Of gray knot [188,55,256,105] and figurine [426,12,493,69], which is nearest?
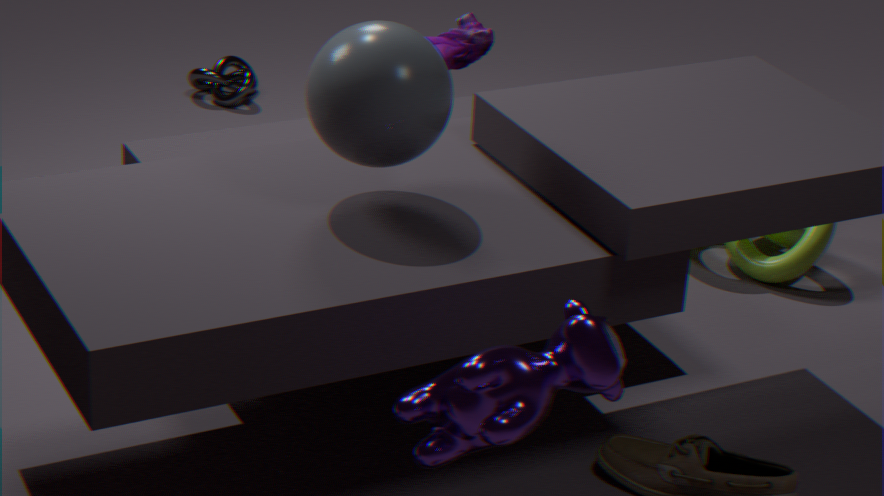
figurine [426,12,493,69]
